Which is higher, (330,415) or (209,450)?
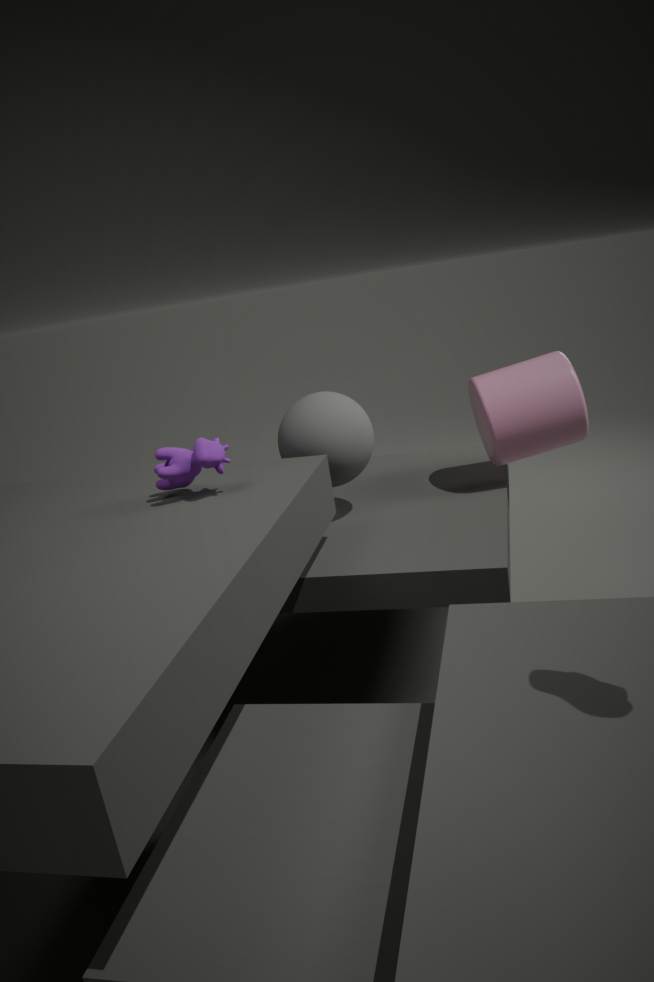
(209,450)
